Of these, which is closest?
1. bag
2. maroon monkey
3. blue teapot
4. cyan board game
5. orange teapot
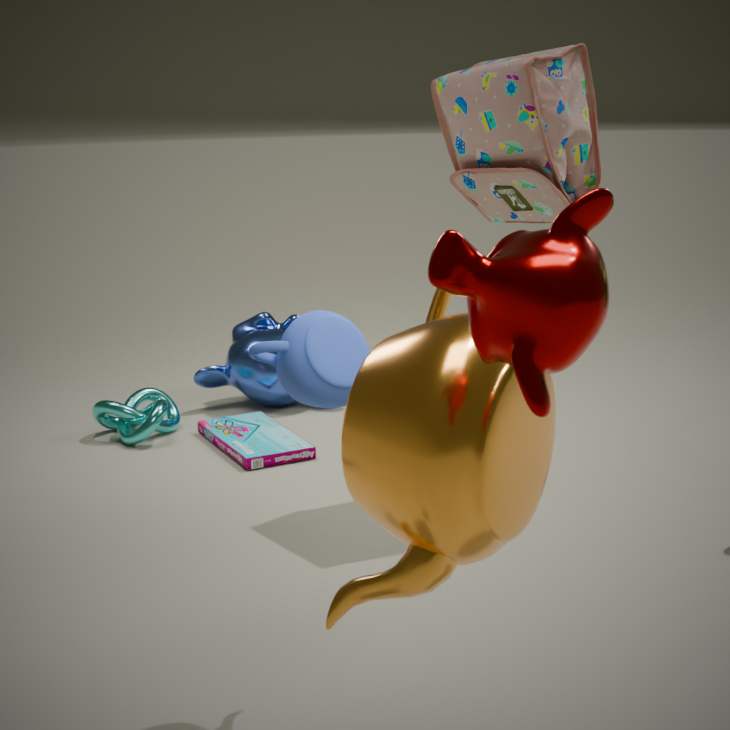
maroon monkey
